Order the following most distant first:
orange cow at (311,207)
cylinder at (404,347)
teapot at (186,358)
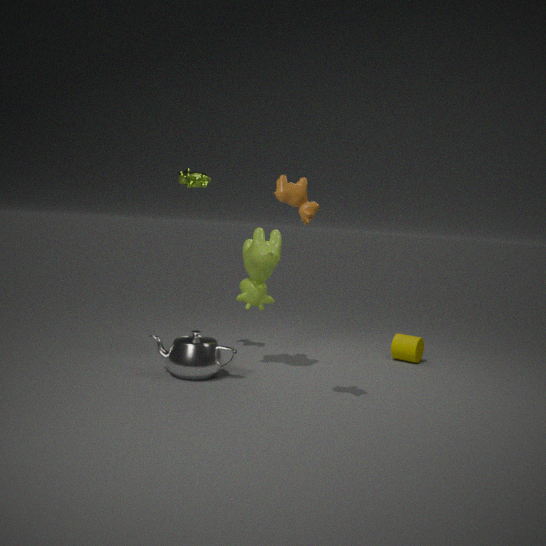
cylinder at (404,347), teapot at (186,358), orange cow at (311,207)
